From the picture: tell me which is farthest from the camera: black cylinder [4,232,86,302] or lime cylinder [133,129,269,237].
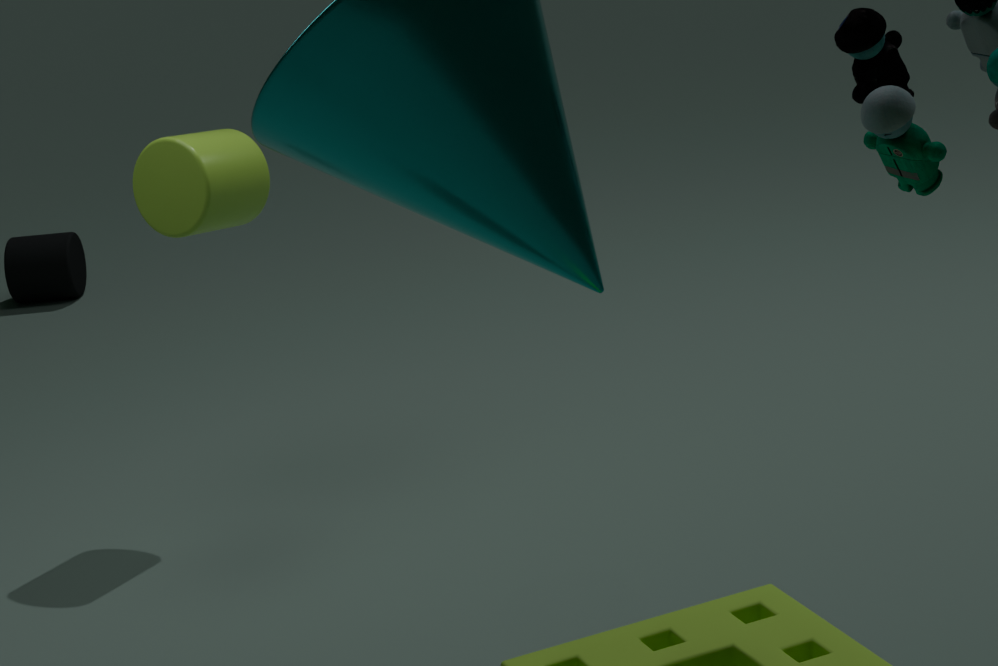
black cylinder [4,232,86,302]
